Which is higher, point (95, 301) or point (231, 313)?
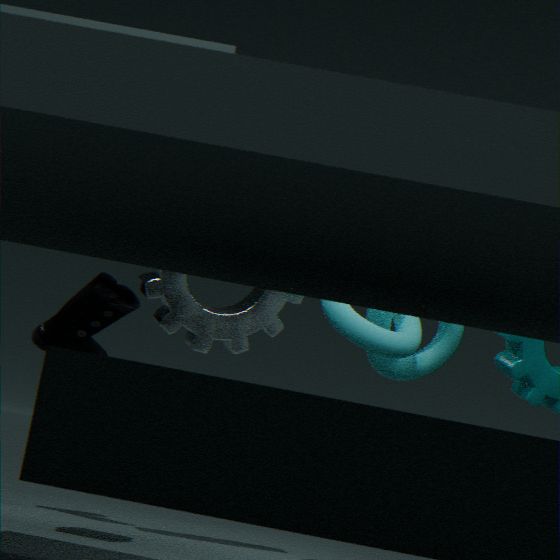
point (231, 313)
